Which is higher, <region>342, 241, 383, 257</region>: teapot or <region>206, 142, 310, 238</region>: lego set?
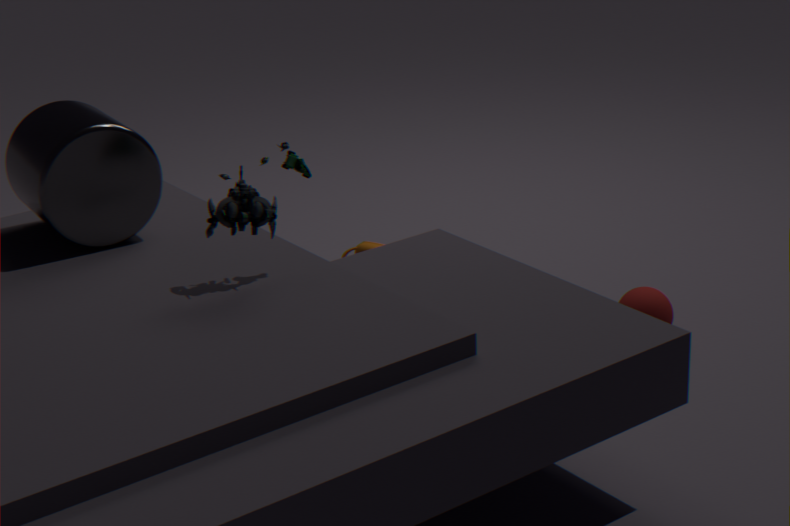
<region>206, 142, 310, 238</region>: lego set
